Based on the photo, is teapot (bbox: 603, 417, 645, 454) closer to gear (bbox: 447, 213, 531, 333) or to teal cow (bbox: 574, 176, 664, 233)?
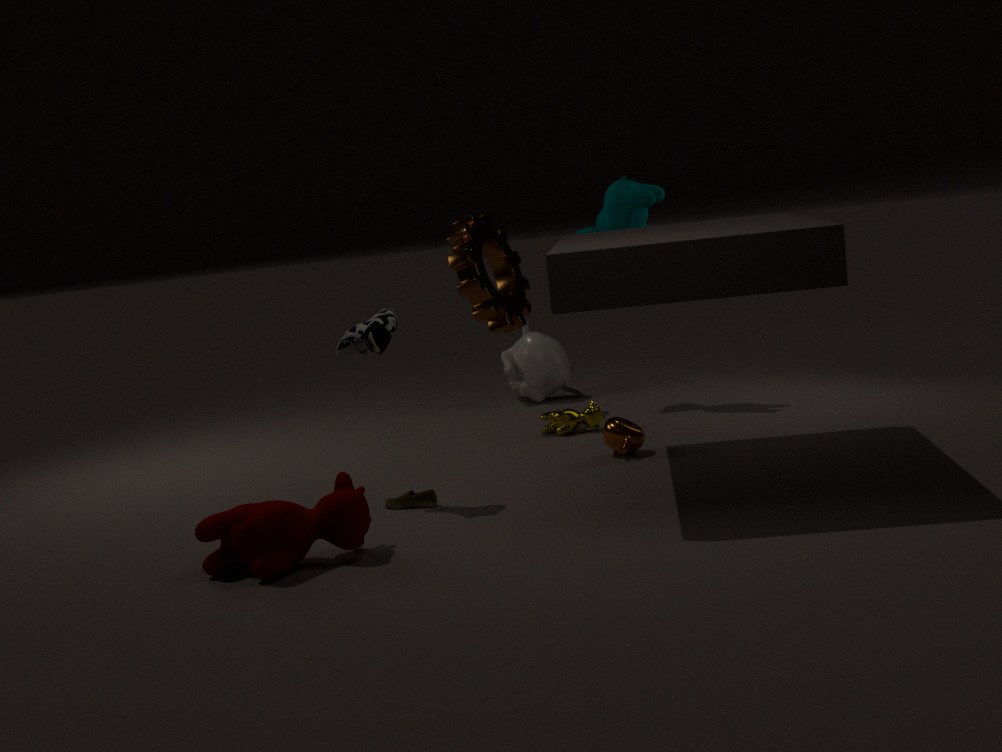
gear (bbox: 447, 213, 531, 333)
